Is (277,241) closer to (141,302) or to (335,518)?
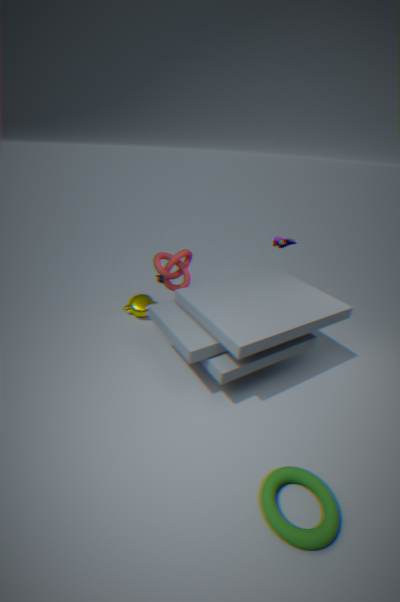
(141,302)
